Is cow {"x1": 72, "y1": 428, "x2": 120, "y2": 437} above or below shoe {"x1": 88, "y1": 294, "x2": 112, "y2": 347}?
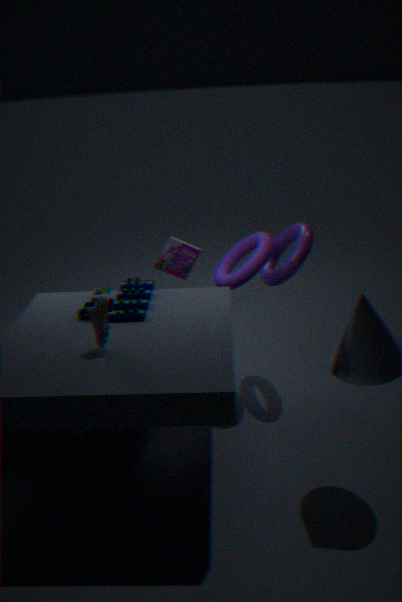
below
